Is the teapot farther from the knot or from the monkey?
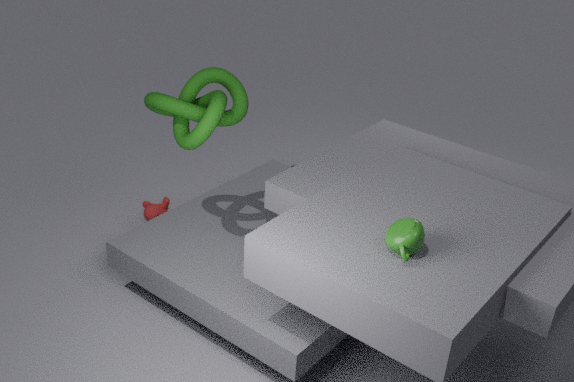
the monkey
